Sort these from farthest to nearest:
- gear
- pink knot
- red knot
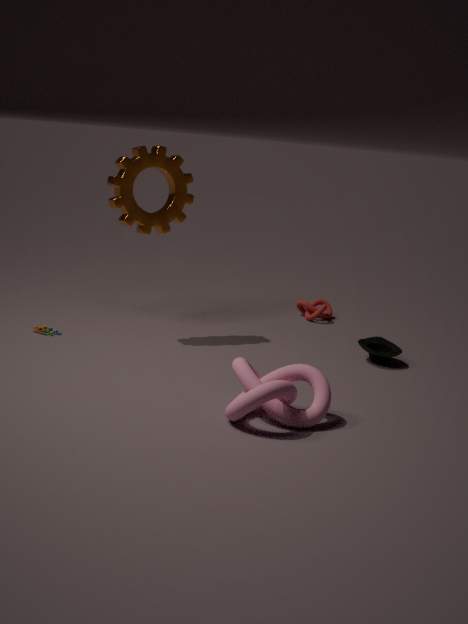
red knot < gear < pink knot
